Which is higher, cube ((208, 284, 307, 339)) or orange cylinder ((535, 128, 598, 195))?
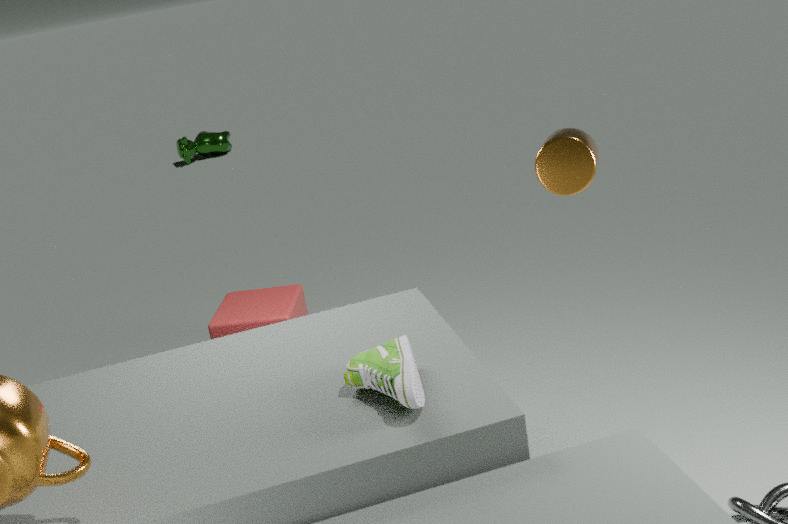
orange cylinder ((535, 128, 598, 195))
